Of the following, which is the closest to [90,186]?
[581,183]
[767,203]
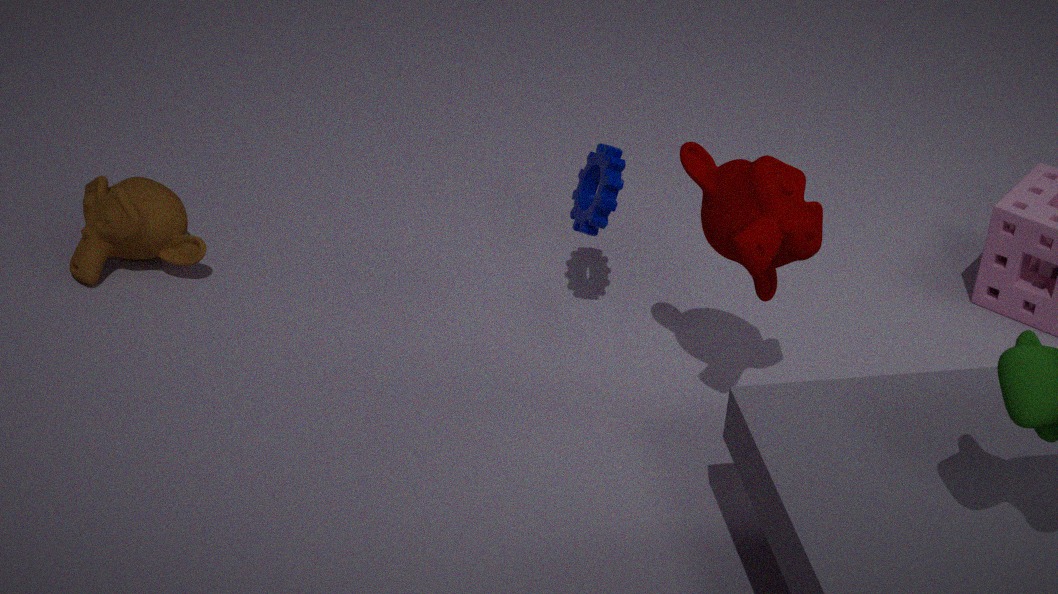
[581,183]
